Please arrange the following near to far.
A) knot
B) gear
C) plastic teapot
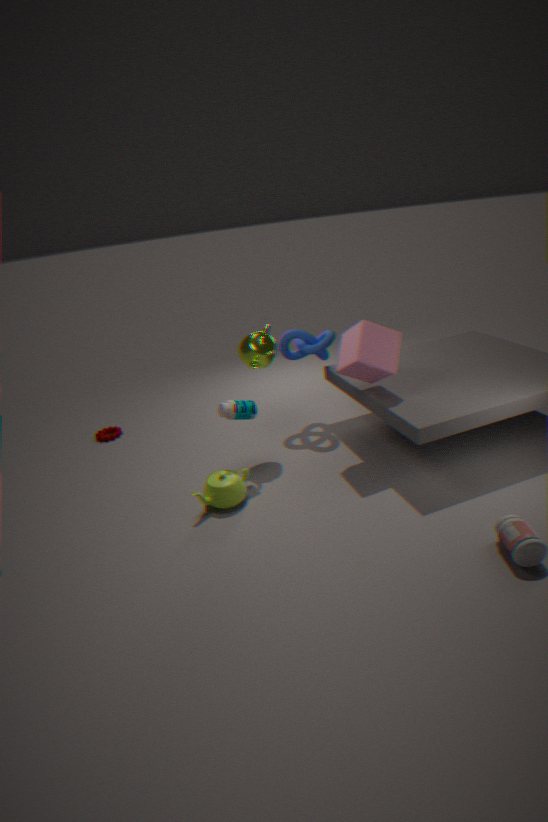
plastic teapot, knot, gear
